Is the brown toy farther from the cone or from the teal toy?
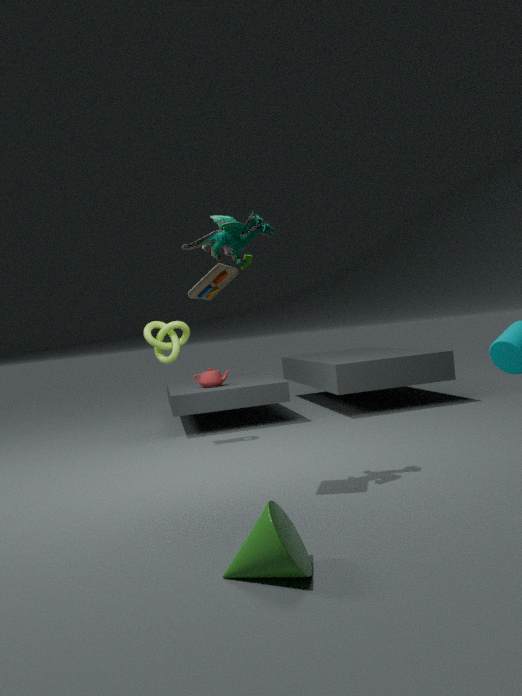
the cone
